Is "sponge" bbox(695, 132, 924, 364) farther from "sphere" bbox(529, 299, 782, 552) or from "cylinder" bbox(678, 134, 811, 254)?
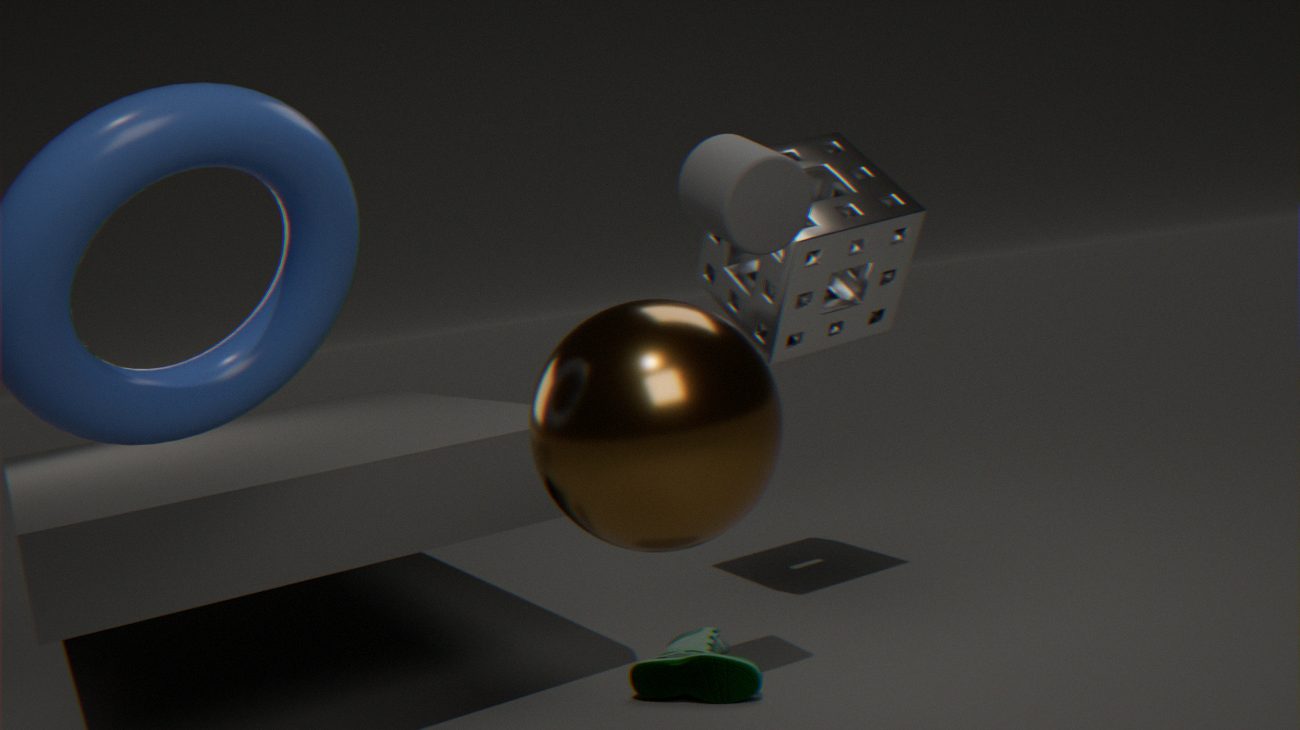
"sphere" bbox(529, 299, 782, 552)
